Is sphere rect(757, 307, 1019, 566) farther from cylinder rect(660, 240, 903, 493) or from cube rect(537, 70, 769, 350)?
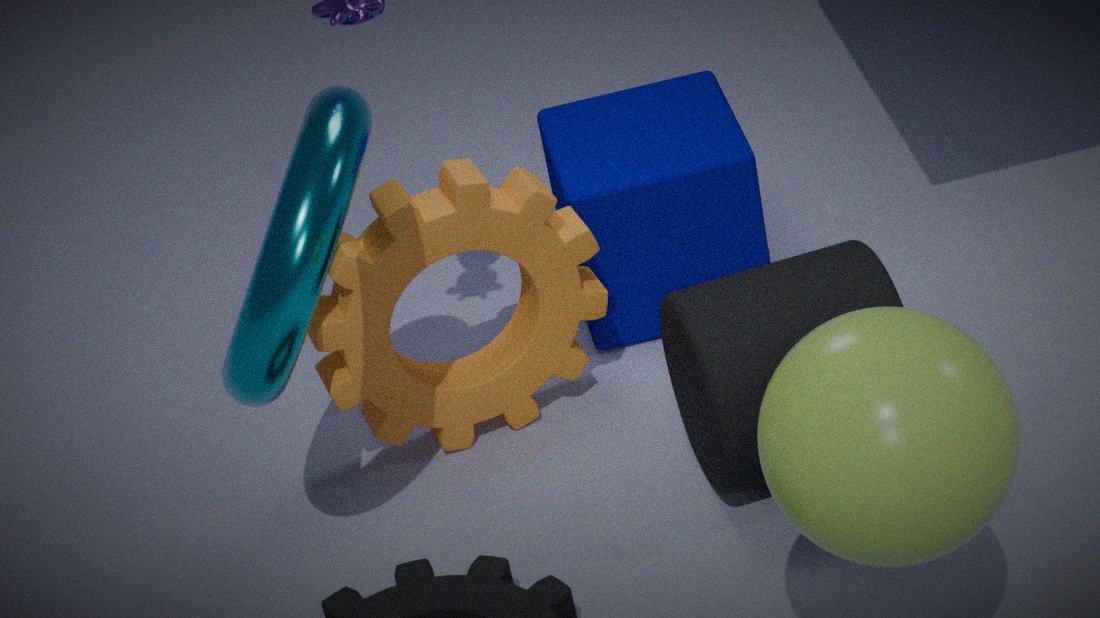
cube rect(537, 70, 769, 350)
